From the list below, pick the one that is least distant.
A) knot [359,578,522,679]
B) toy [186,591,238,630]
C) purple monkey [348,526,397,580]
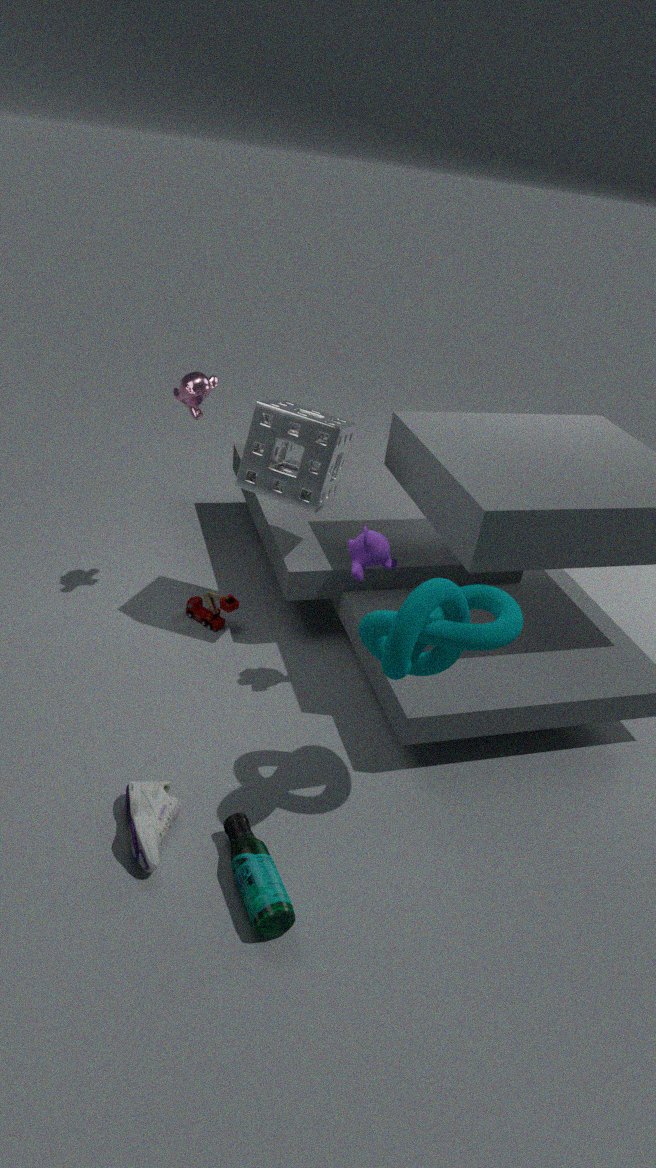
knot [359,578,522,679]
